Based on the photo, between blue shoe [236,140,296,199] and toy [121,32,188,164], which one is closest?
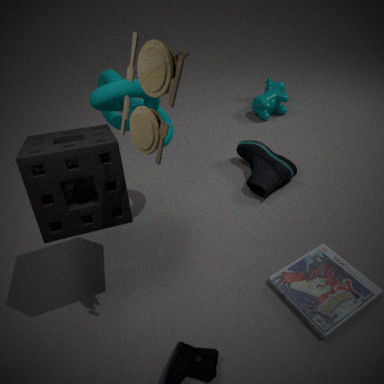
toy [121,32,188,164]
